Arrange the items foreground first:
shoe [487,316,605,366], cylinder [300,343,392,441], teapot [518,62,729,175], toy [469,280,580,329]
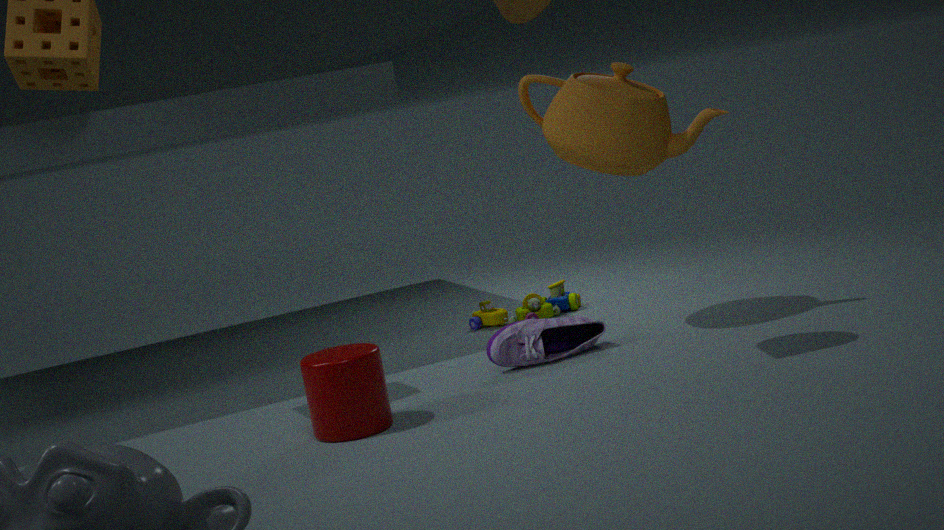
cylinder [300,343,392,441] → teapot [518,62,729,175] → shoe [487,316,605,366] → toy [469,280,580,329]
